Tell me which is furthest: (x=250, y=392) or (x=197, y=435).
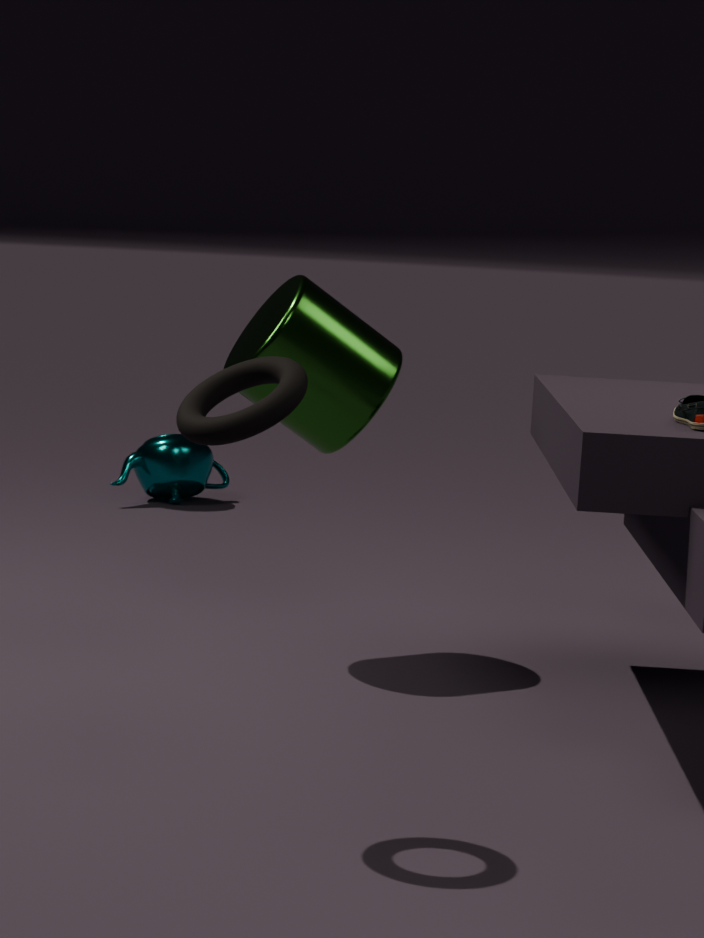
(x=250, y=392)
